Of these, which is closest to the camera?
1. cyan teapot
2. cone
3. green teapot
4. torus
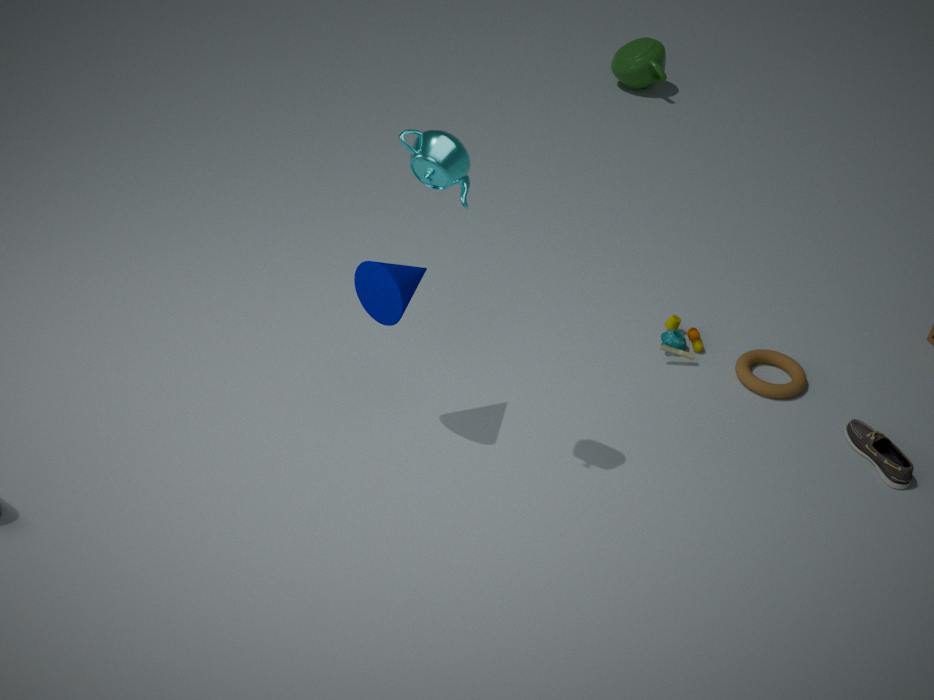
cyan teapot
